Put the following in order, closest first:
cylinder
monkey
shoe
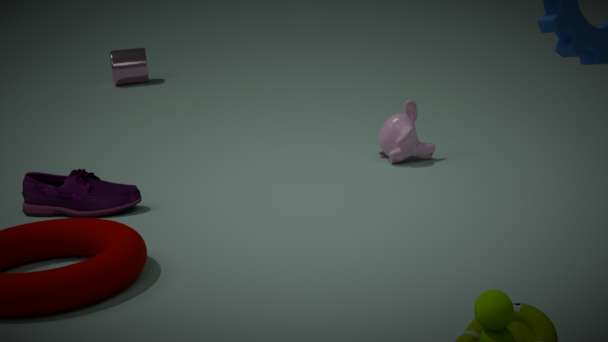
shoe → monkey → cylinder
